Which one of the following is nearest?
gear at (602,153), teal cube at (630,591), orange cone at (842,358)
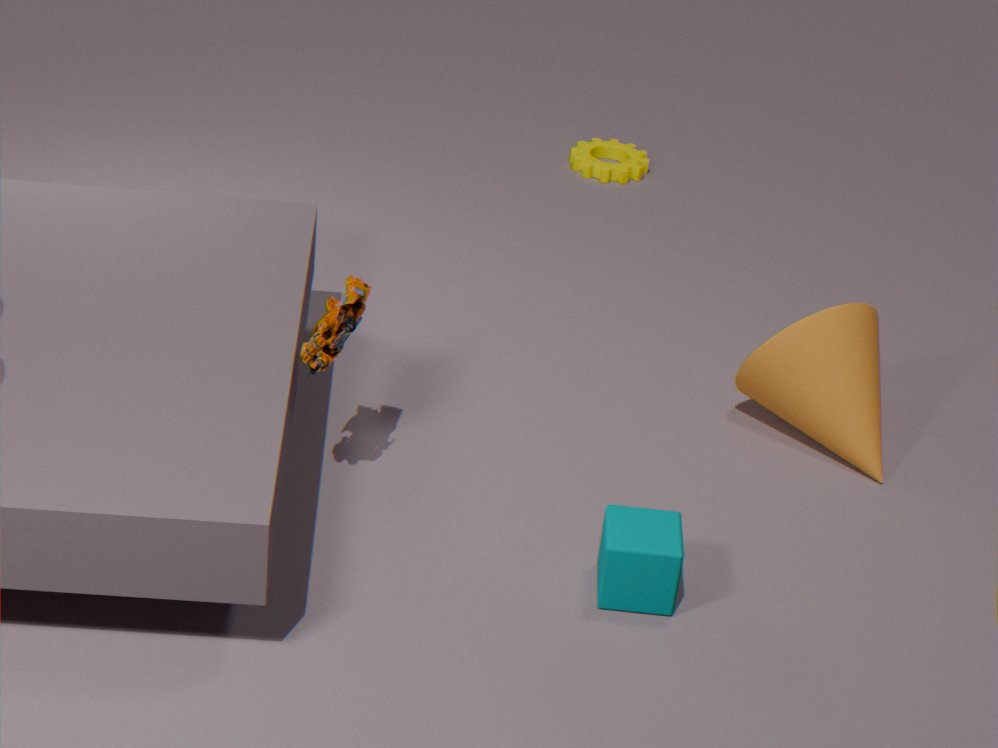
teal cube at (630,591)
